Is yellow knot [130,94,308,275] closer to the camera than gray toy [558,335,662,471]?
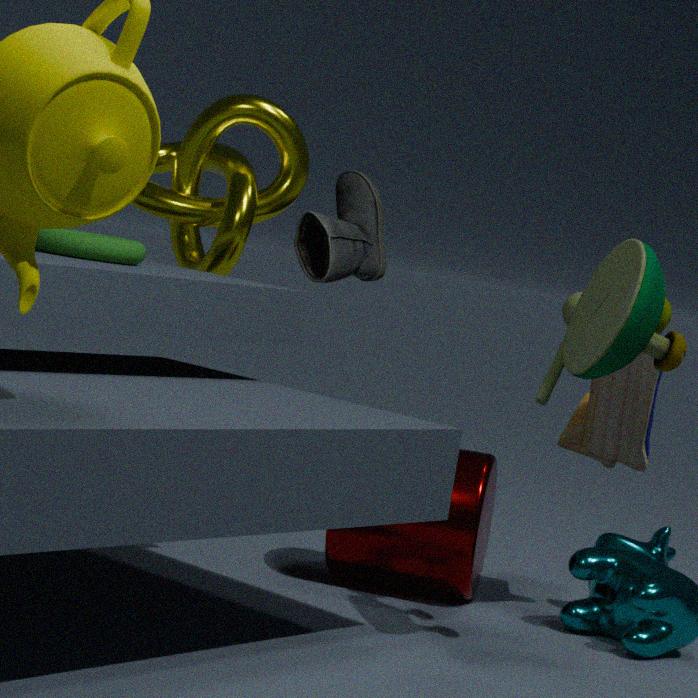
No
